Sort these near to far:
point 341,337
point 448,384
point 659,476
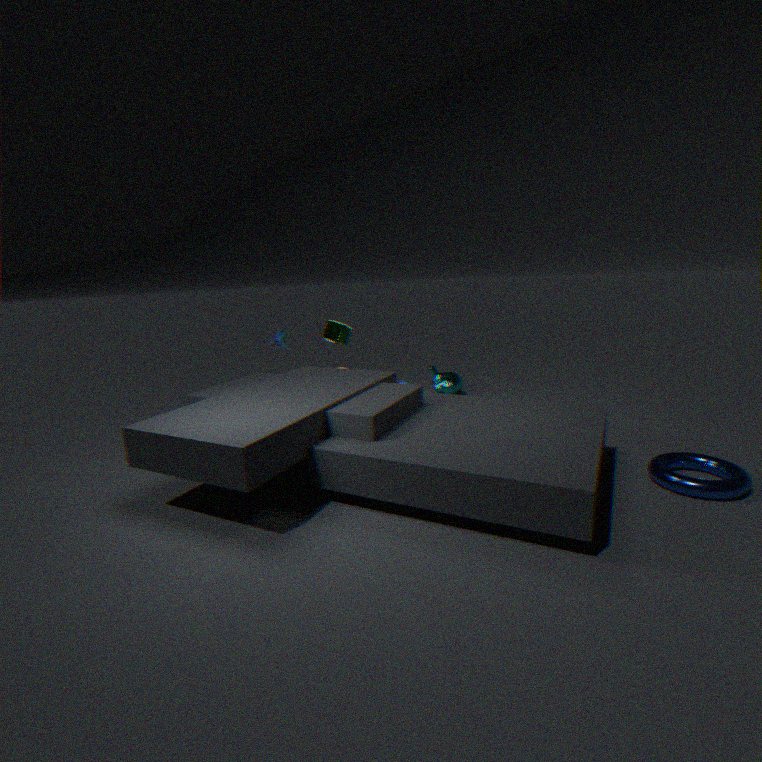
point 659,476 → point 341,337 → point 448,384
